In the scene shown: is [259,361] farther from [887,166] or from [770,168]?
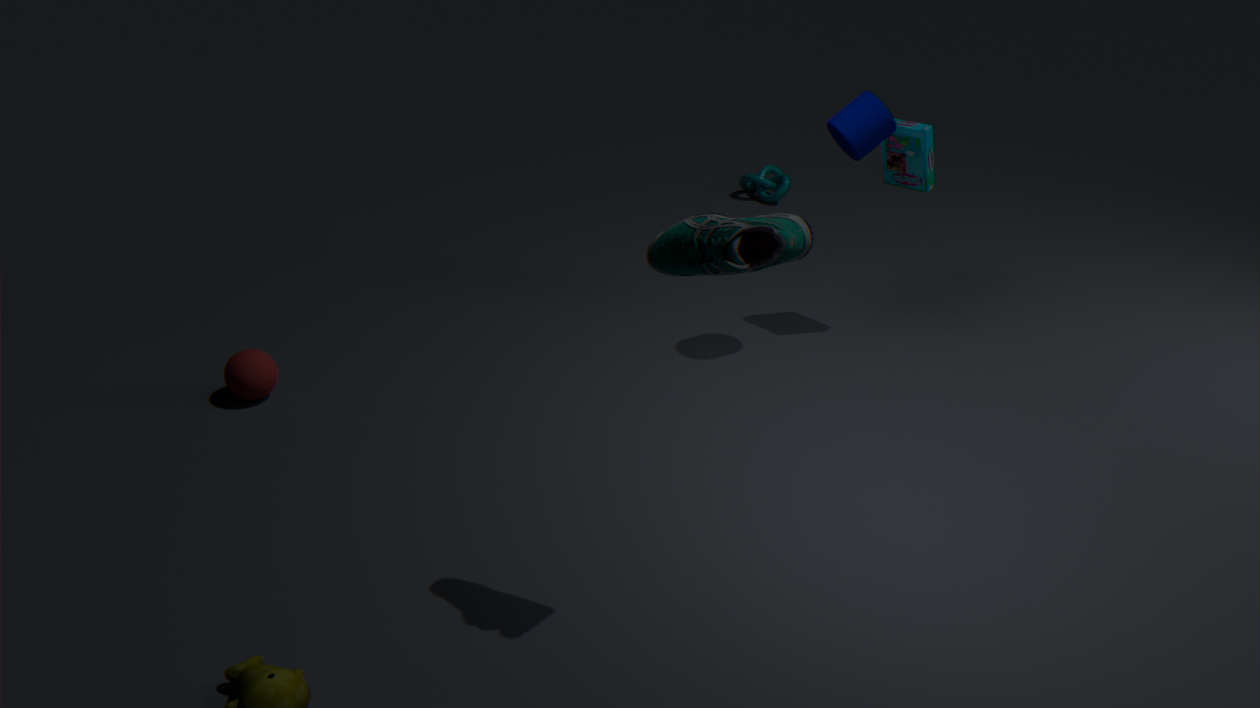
[770,168]
